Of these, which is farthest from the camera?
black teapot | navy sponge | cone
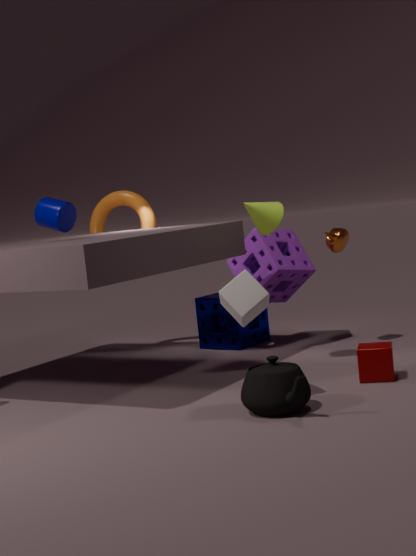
navy sponge
